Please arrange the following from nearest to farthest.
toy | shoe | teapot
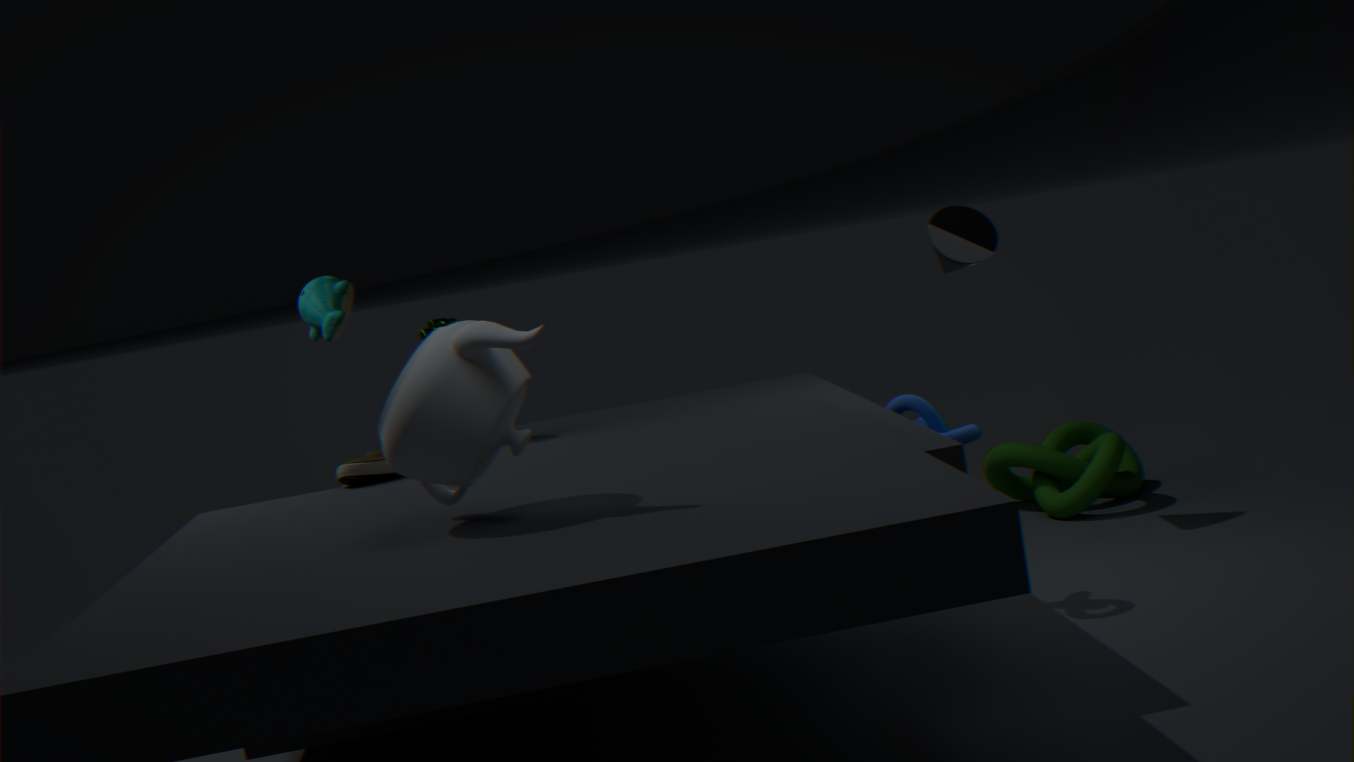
teapot < shoe < toy
